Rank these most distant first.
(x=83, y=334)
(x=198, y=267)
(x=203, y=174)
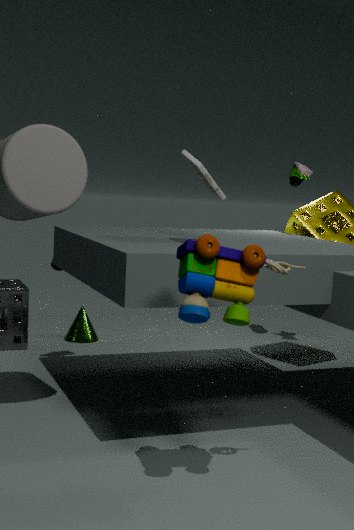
(x=83, y=334) → (x=203, y=174) → (x=198, y=267)
